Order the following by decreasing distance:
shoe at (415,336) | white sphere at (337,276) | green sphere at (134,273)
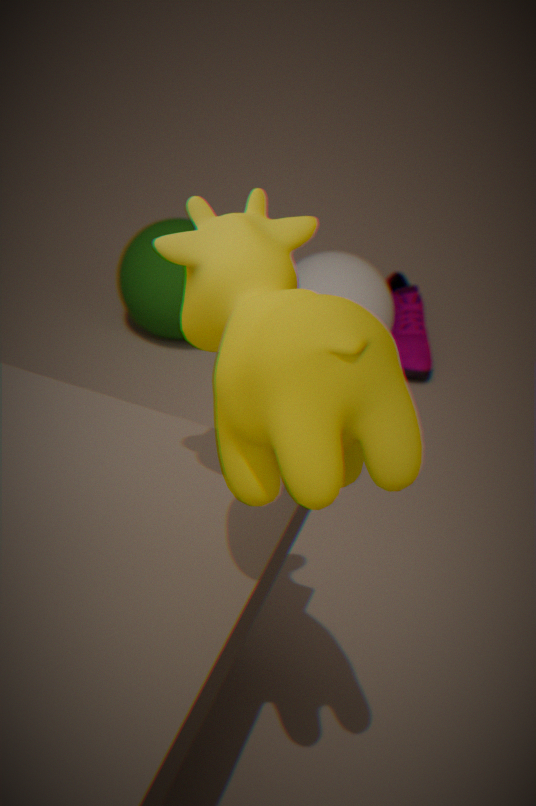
shoe at (415,336), green sphere at (134,273), white sphere at (337,276)
